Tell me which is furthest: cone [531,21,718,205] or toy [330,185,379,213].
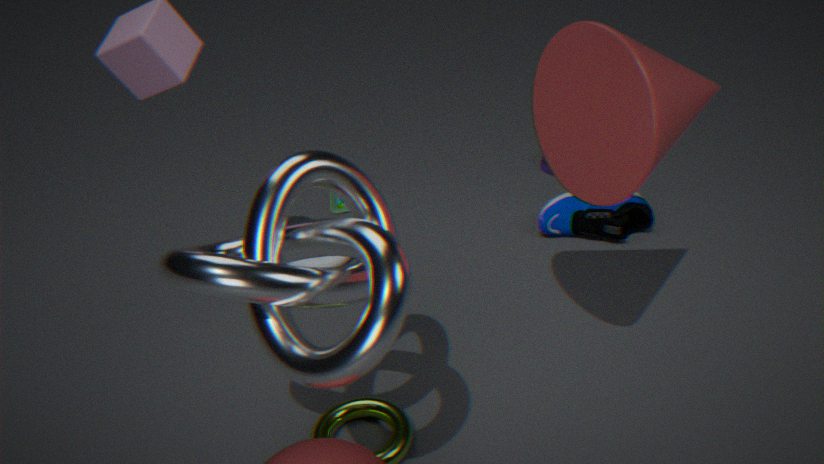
toy [330,185,379,213]
